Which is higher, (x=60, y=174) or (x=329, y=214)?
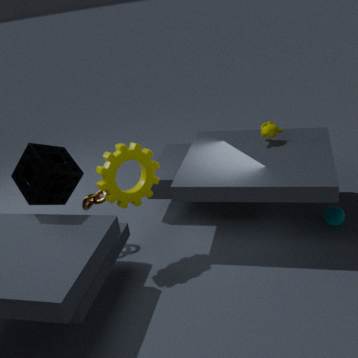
(x=60, y=174)
